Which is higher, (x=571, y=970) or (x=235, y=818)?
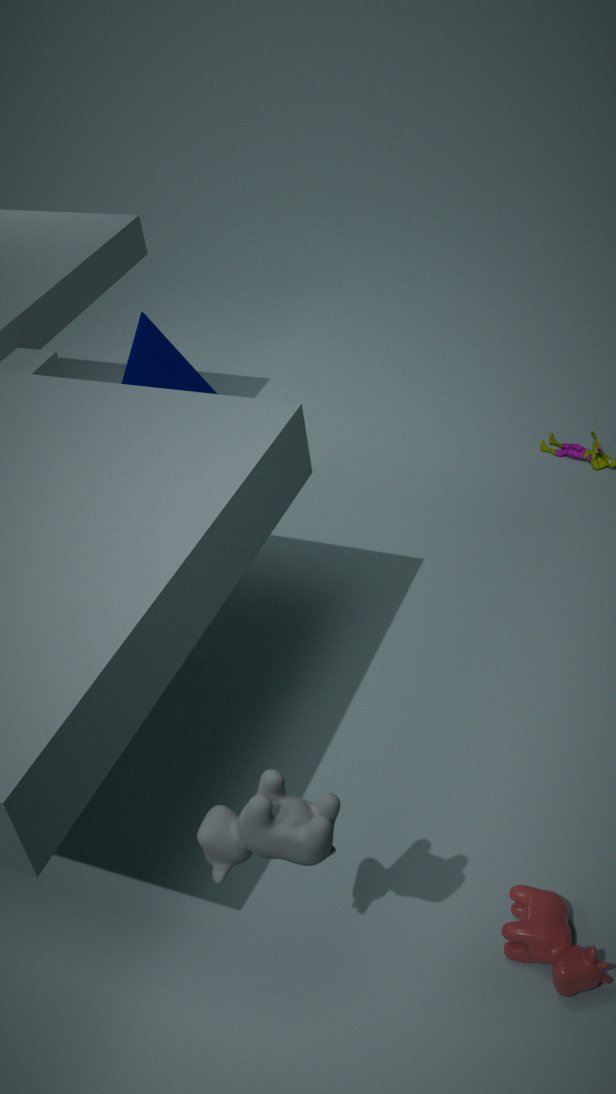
(x=235, y=818)
